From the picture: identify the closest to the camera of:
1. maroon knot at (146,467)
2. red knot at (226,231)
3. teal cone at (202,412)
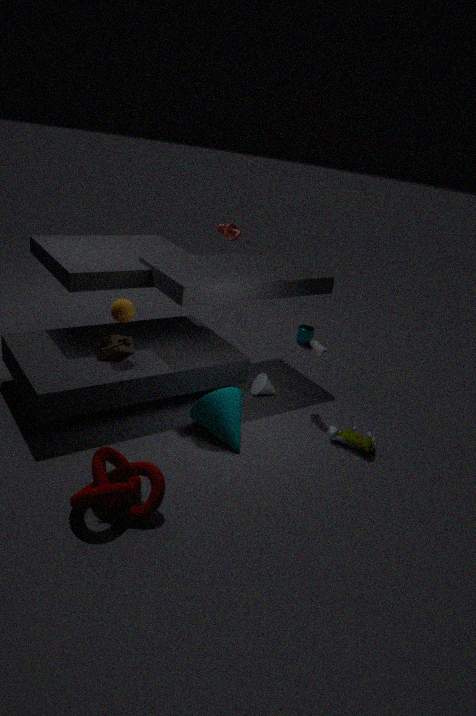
maroon knot at (146,467)
